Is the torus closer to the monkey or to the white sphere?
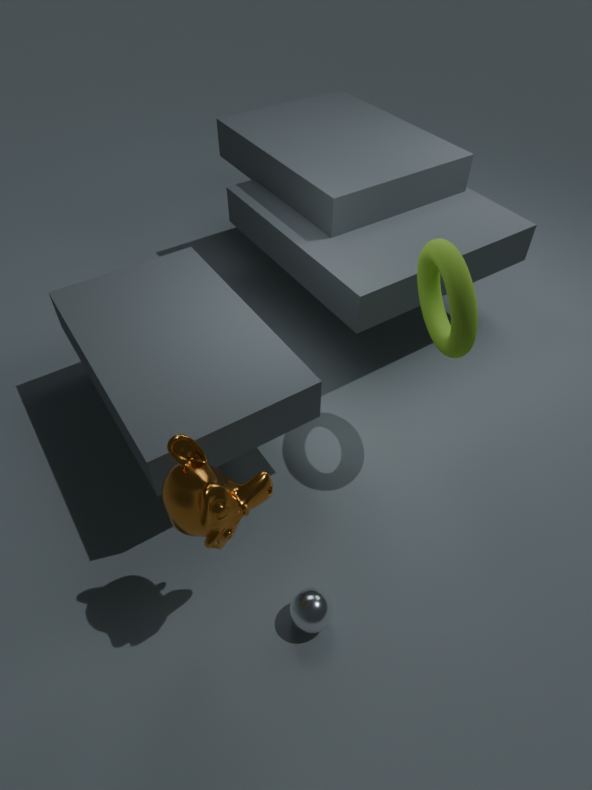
the monkey
